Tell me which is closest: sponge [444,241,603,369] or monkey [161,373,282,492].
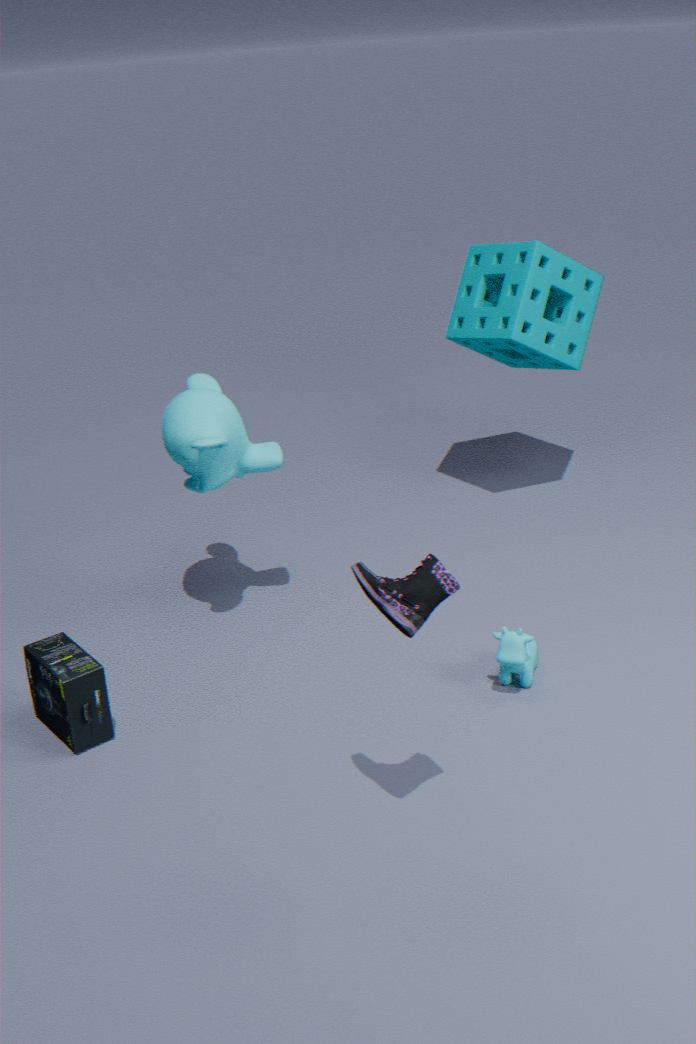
monkey [161,373,282,492]
